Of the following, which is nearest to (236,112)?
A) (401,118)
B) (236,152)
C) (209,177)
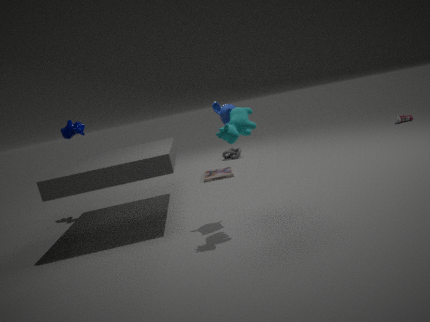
(209,177)
